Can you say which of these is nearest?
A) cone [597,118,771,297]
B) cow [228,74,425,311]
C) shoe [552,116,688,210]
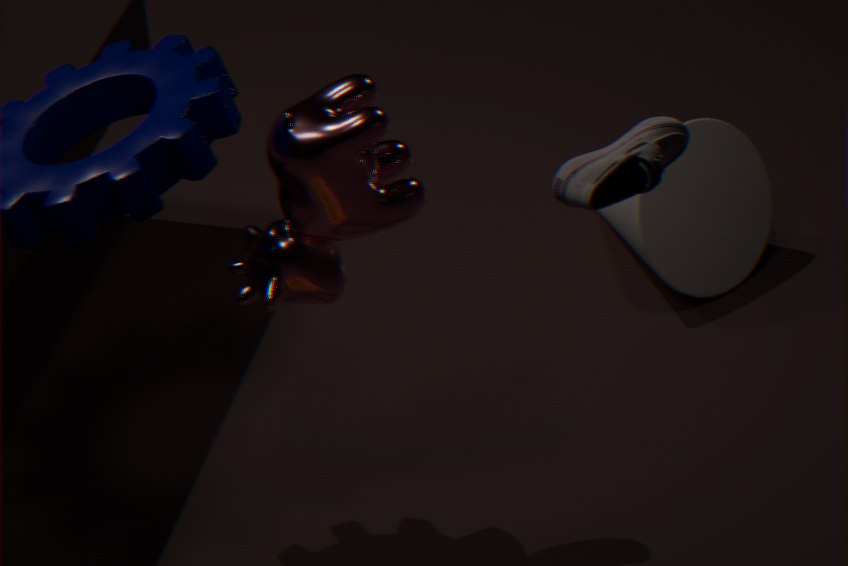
shoe [552,116,688,210]
